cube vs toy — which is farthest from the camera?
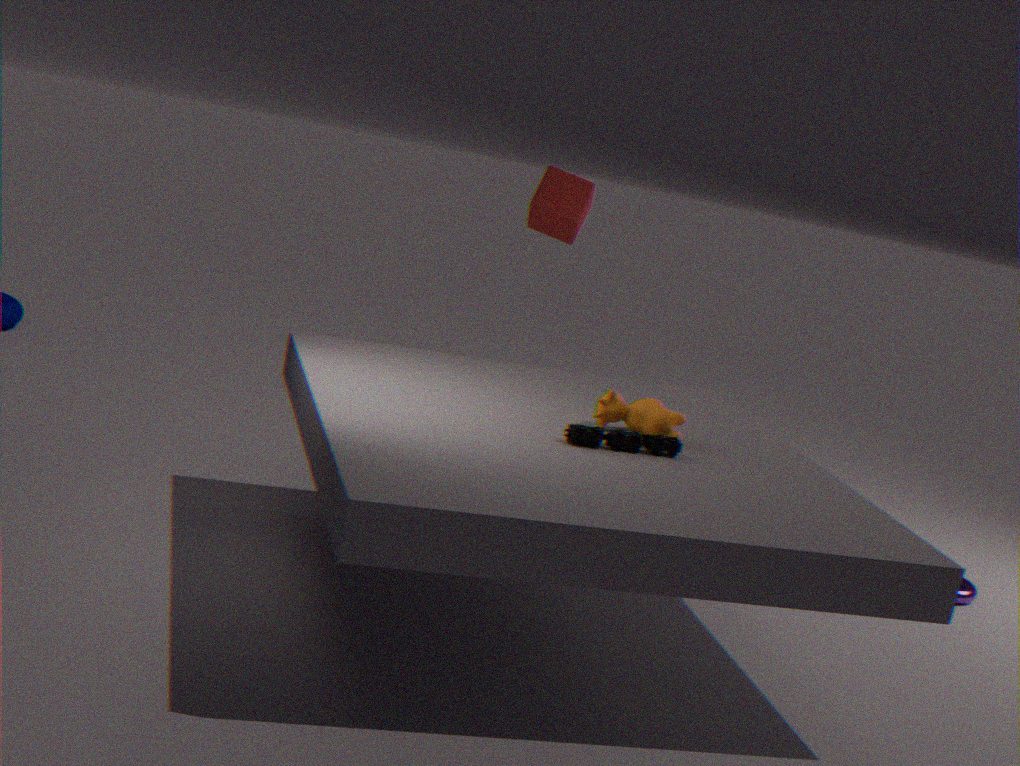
cube
